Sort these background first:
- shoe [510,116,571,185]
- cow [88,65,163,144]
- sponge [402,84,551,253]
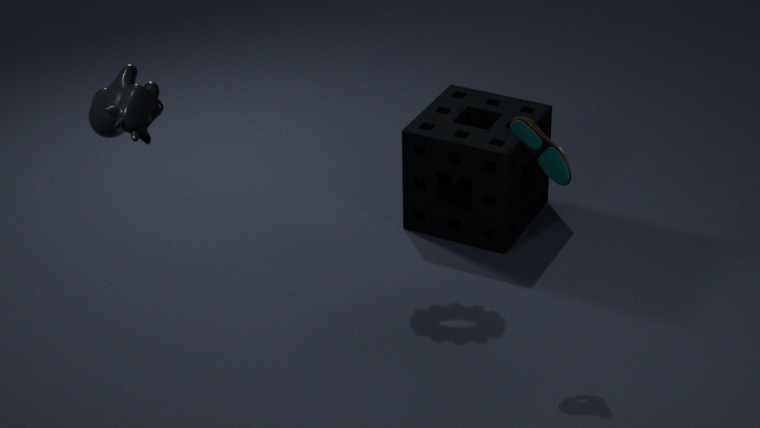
sponge [402,84,551,253]
shoe [510,116,571,185]
cow [88,65,163,144]
